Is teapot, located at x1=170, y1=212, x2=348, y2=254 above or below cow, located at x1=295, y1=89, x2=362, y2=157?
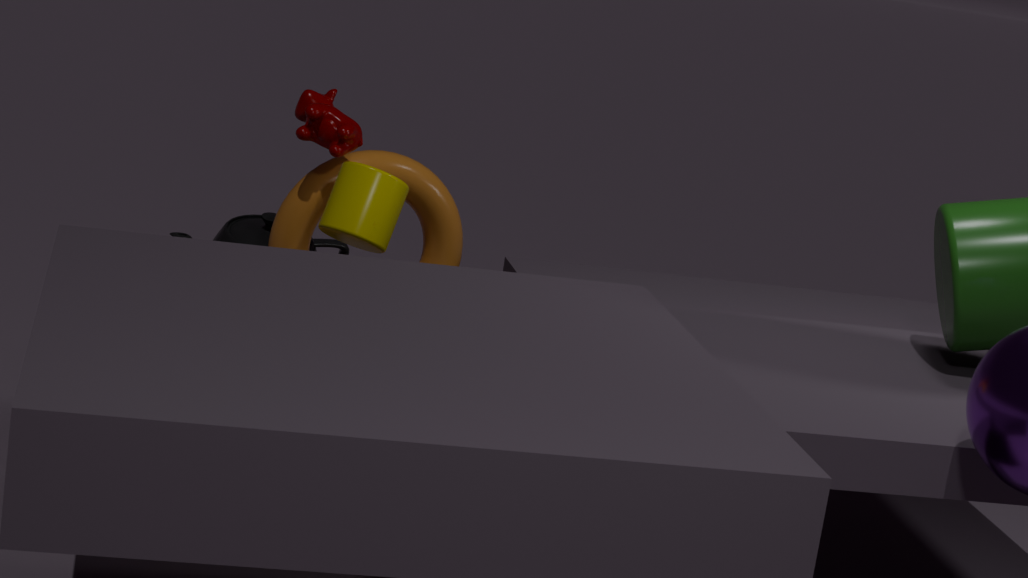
below
